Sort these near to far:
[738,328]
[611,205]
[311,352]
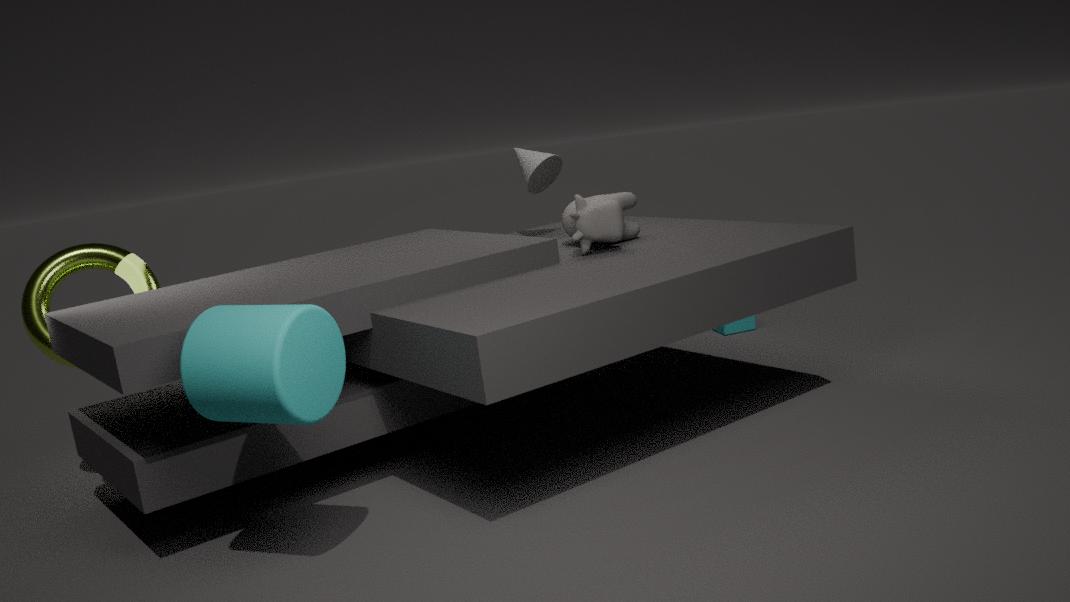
[311,352], [611,205], [738,328]
